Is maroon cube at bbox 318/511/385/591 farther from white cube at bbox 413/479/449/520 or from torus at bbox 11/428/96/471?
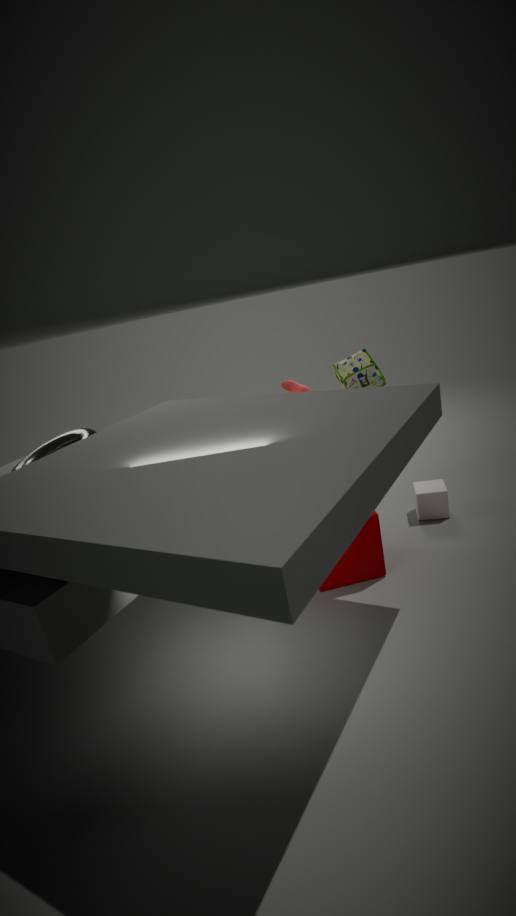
torus at bbox 11/428/96/471
